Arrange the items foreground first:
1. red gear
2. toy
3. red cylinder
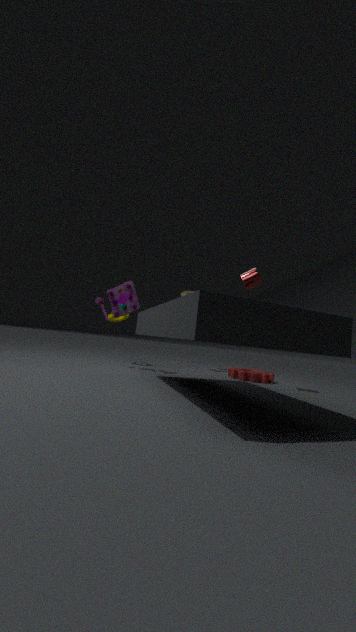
red cylinder, red gear, toy
